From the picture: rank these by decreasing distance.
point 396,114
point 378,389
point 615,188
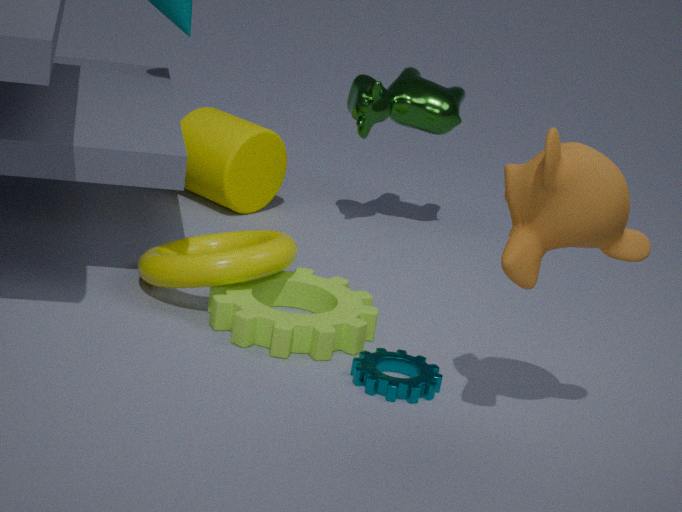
point 396,114
point 378,389
point 615,188
